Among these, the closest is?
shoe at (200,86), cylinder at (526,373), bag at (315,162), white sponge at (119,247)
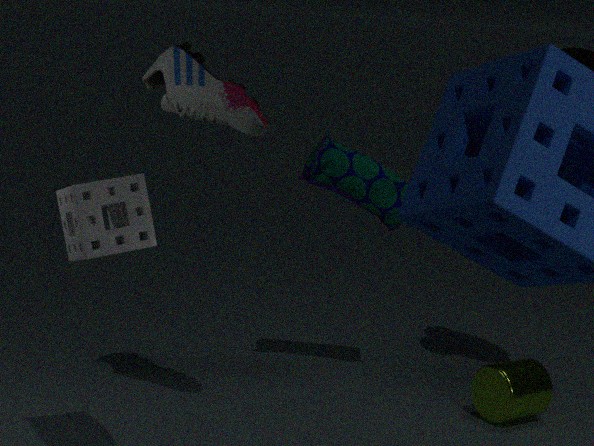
white sponge at (119,247)
